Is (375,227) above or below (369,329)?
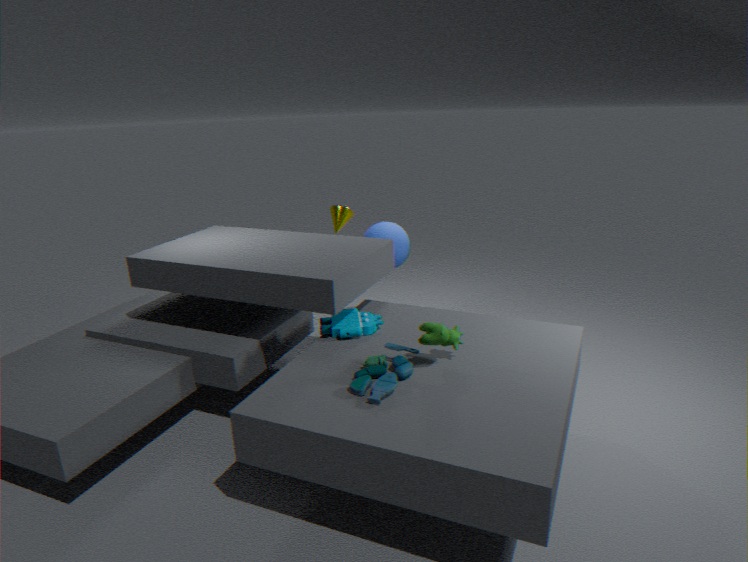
above
